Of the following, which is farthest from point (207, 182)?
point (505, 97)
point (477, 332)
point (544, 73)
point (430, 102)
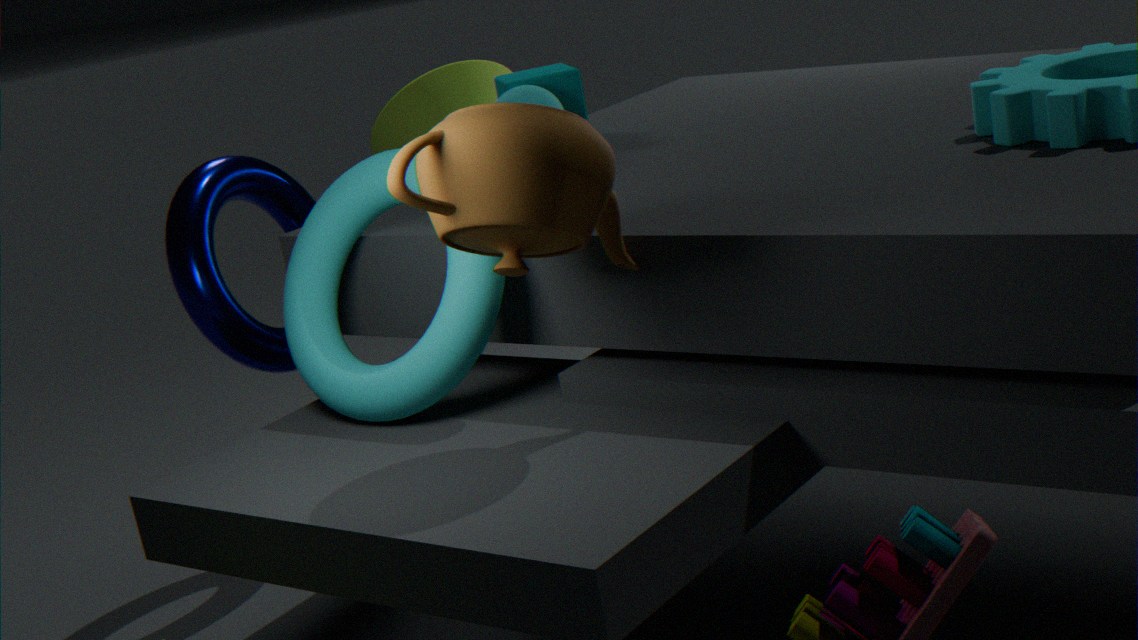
point (477, 332)
